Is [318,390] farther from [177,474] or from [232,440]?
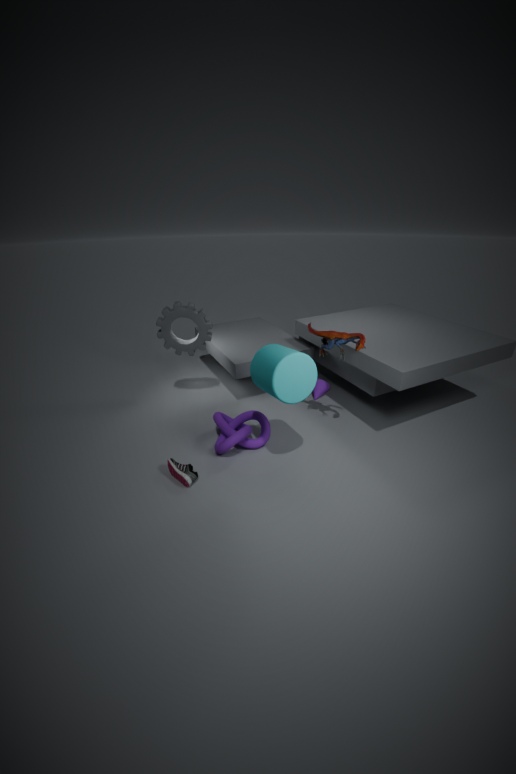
[177,474]
